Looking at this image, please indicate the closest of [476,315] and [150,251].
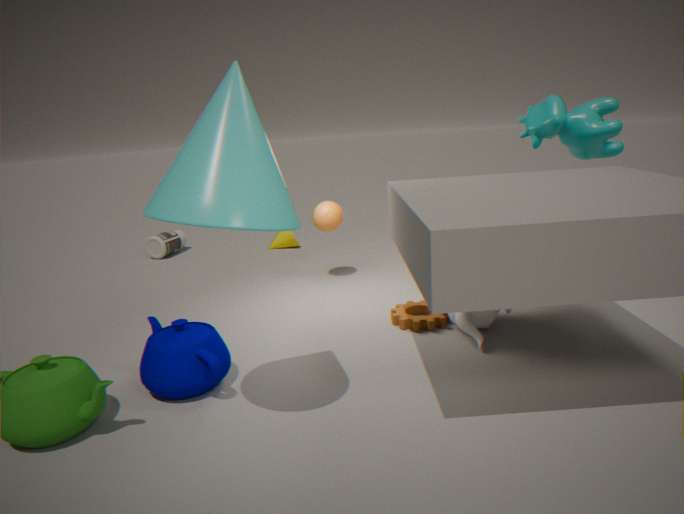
[476,315]
